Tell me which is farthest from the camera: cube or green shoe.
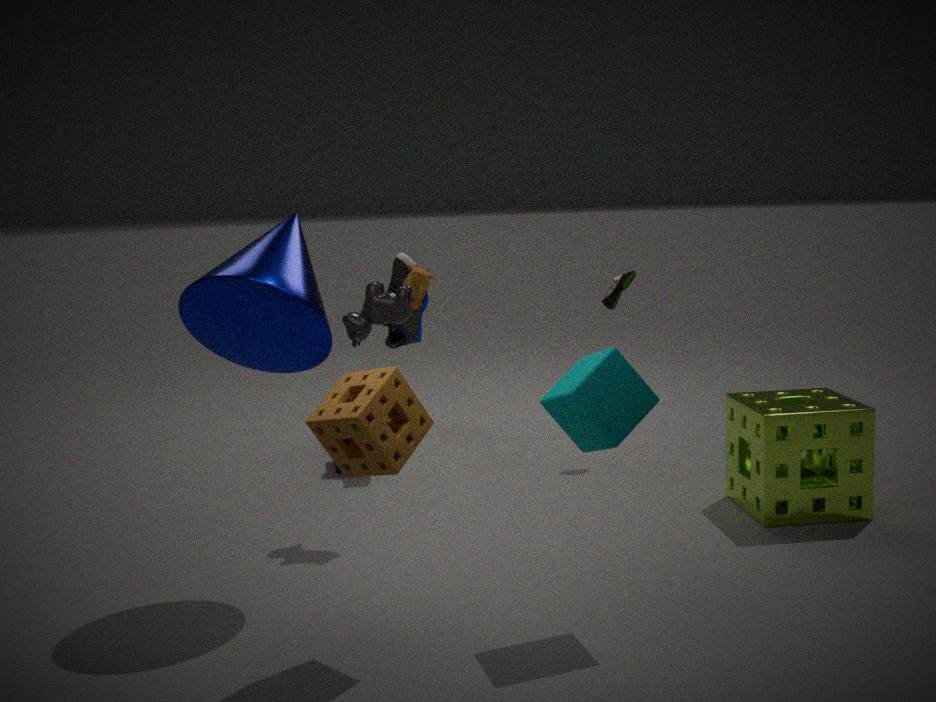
green shoe
